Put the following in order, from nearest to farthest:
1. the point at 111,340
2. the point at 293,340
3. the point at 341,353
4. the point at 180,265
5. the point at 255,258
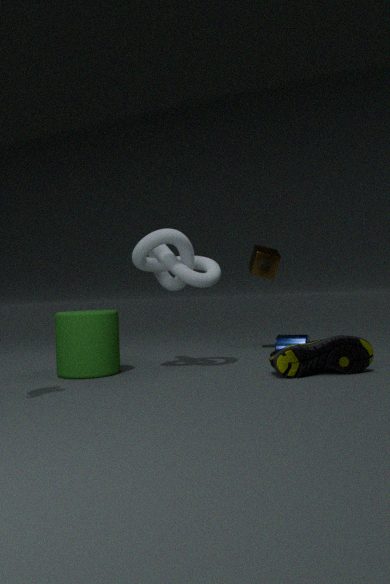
1. the point at 341,353
2. the point at 111,340
3. the point at 180,265
4. the point at 293,340
5. the point at 255,258
